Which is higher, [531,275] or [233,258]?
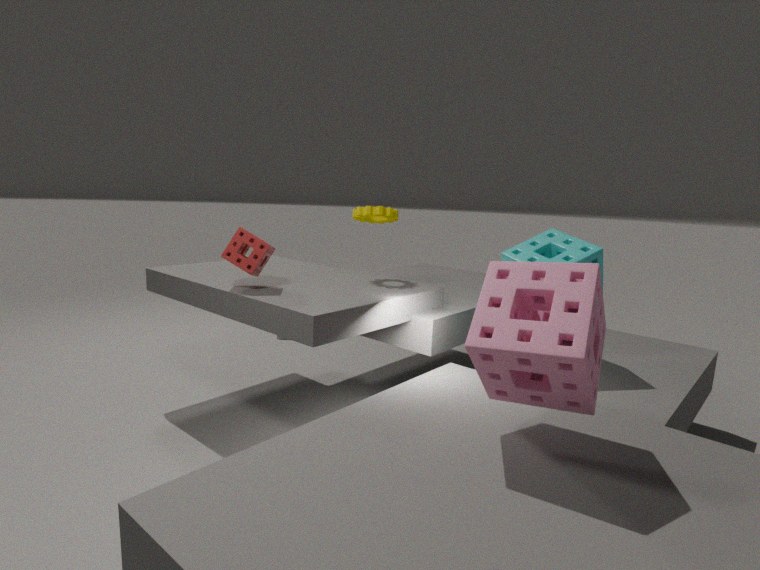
[233,258]
